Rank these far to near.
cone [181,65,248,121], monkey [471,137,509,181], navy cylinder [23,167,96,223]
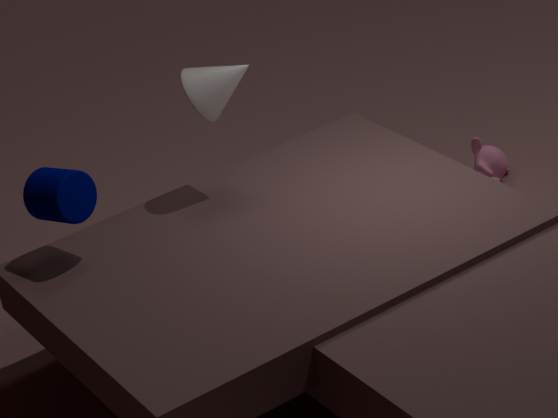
monkey [471,137,509,181] < cone [181,65,248,121] < navy cylinder [23,167,96,223]
